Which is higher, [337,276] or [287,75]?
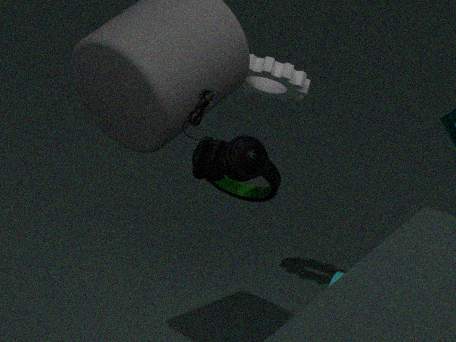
[287,75]
